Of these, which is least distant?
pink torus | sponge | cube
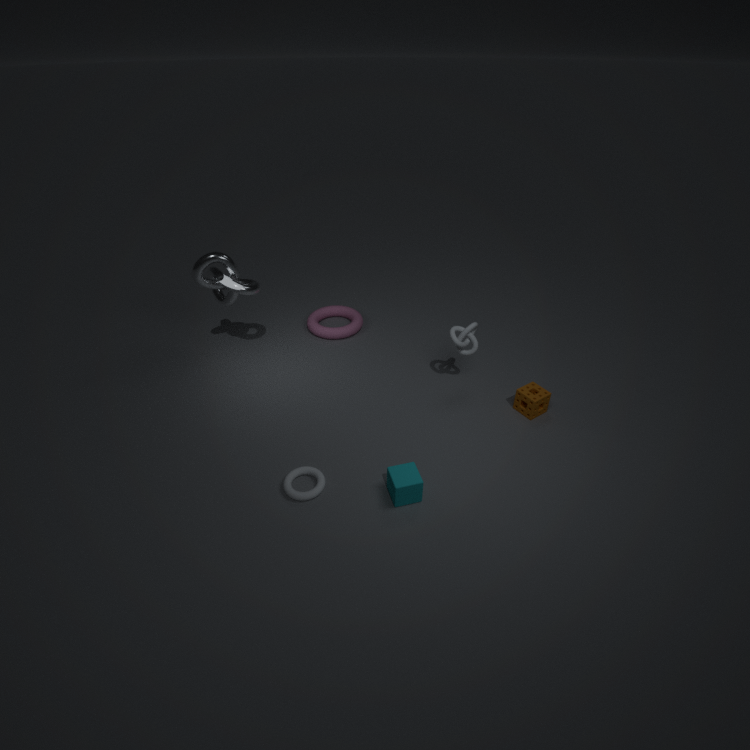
cube
